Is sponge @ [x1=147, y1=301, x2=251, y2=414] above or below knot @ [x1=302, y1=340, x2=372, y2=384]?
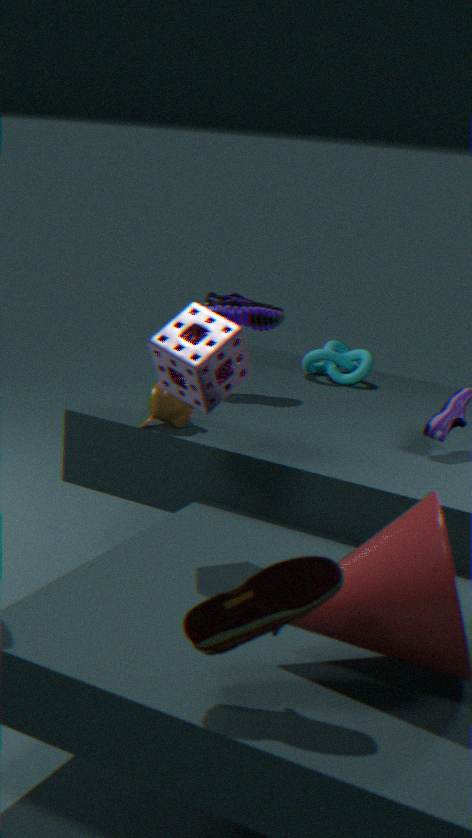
above
